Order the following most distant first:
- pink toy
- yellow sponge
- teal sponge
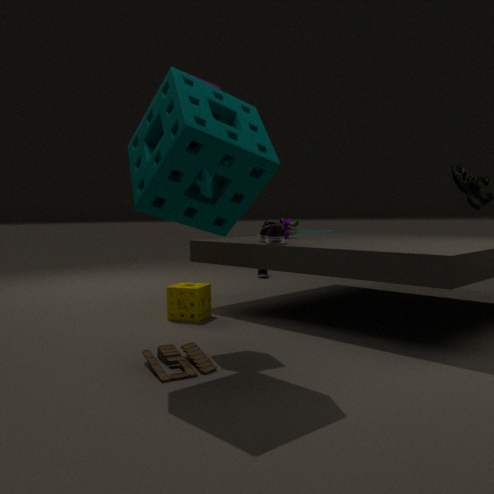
pink toy → yellow sponge → teal sponge
